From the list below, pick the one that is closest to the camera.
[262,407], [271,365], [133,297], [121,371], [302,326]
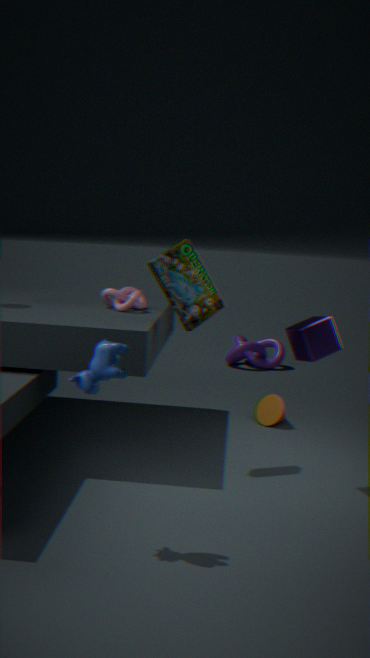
[121,371]
